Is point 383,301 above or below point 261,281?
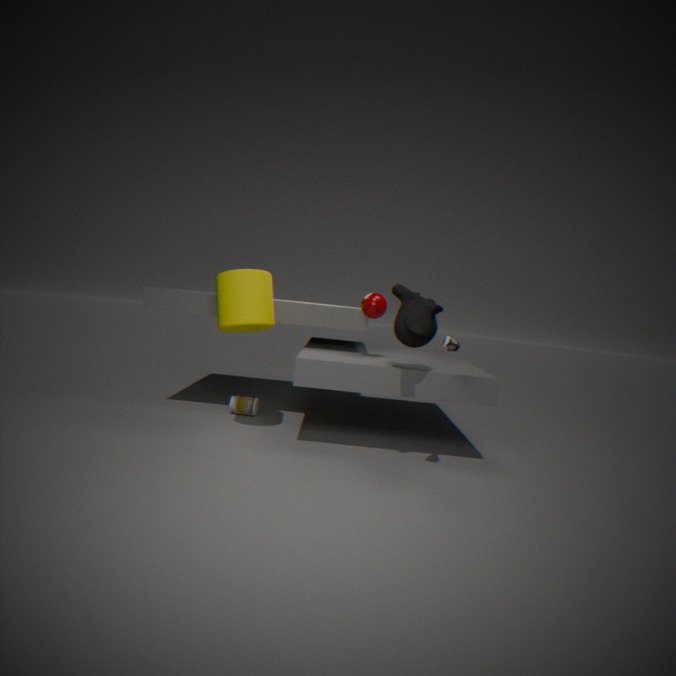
above
